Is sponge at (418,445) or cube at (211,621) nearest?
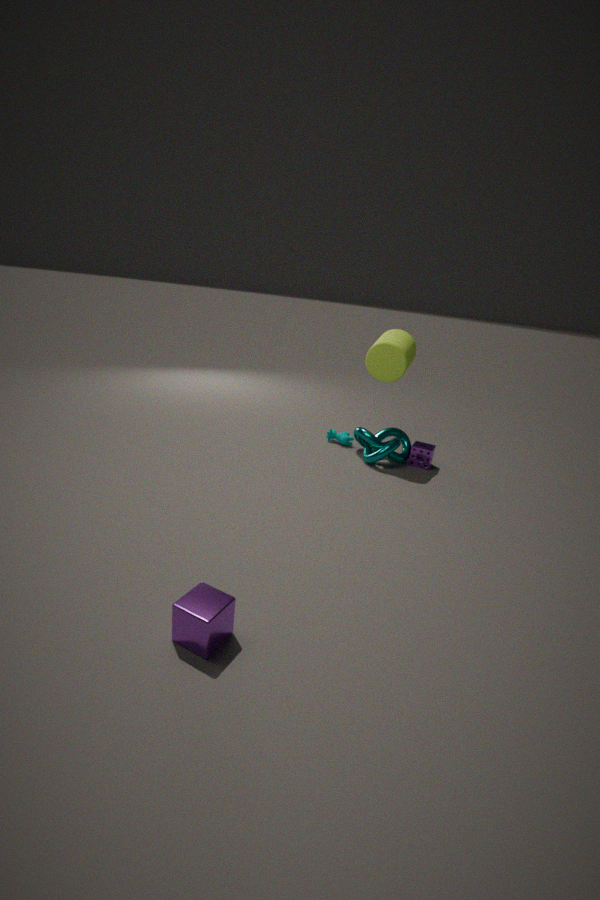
cube at (211,621)
